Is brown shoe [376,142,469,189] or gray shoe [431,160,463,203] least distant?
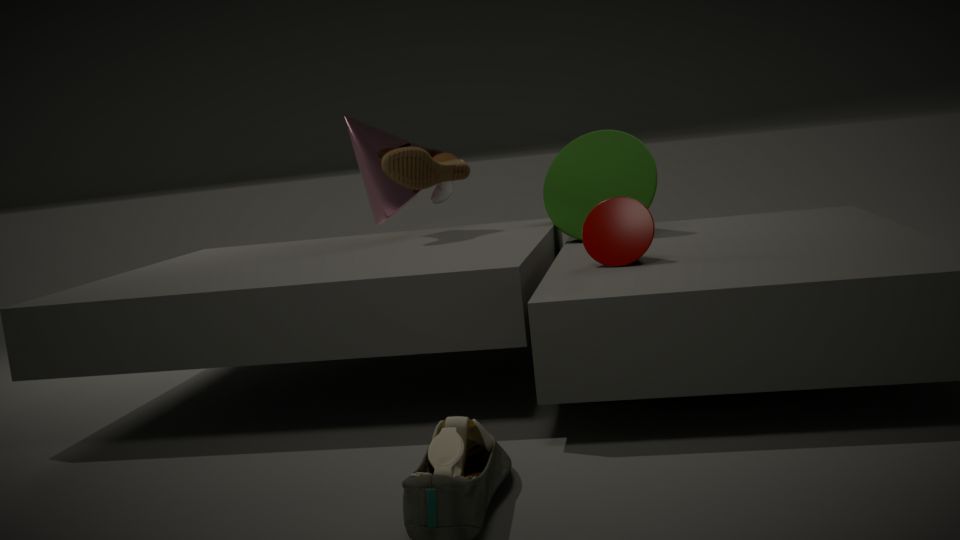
brown shoe [376,142,469,189]
